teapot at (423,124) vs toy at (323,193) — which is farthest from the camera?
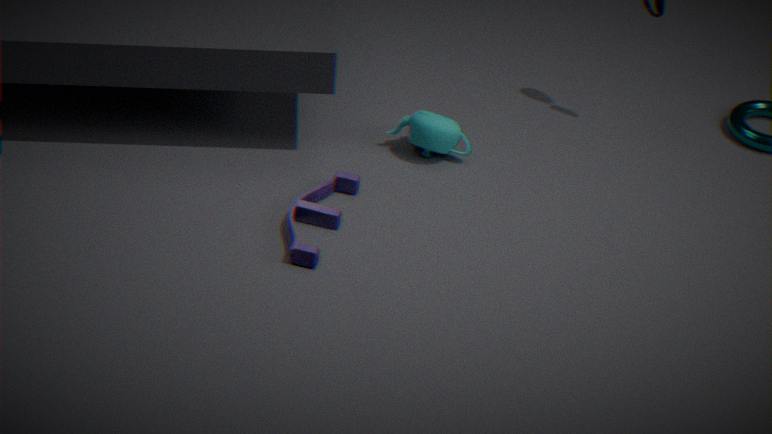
teapot at (423,124)
